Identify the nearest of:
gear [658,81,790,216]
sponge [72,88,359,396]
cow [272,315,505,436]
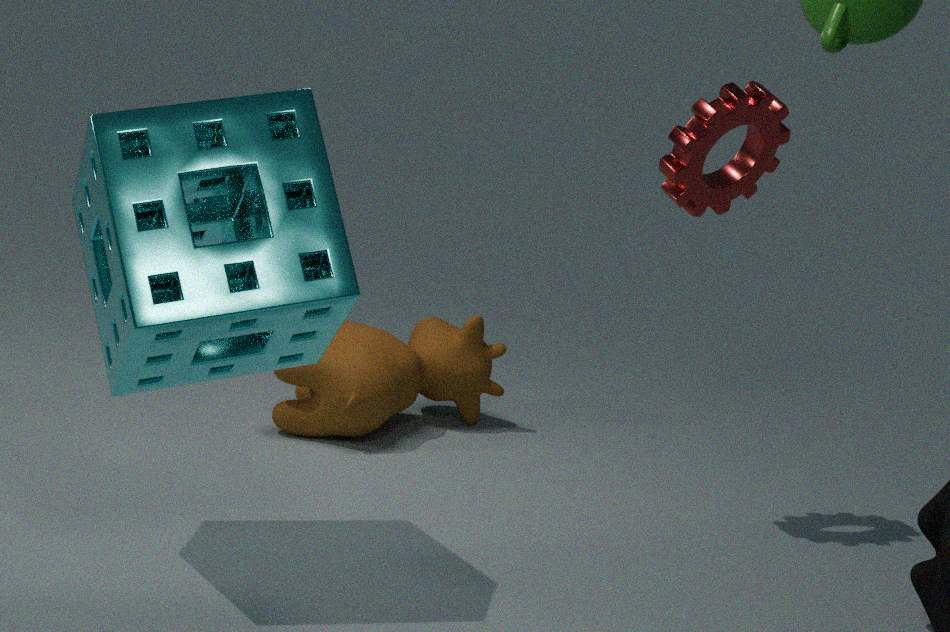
sponge [72,88,359,396]
